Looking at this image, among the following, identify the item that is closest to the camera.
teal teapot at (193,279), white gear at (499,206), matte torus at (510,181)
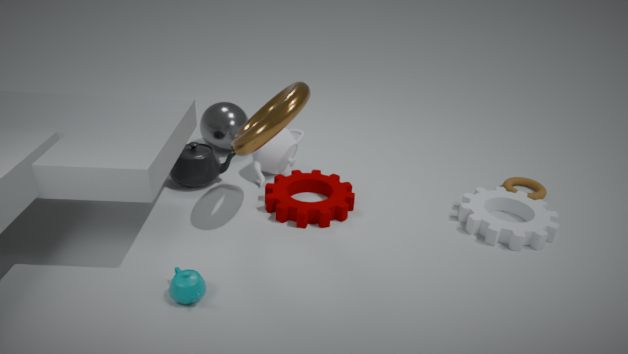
teal teapot at (193,279)
